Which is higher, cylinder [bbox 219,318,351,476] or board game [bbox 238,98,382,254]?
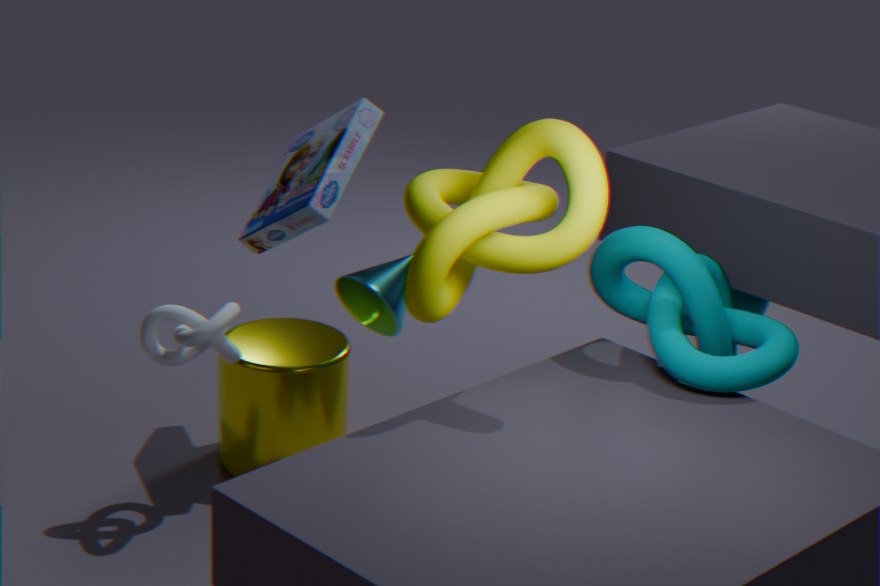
board game [bbox 238,98,382,254]
